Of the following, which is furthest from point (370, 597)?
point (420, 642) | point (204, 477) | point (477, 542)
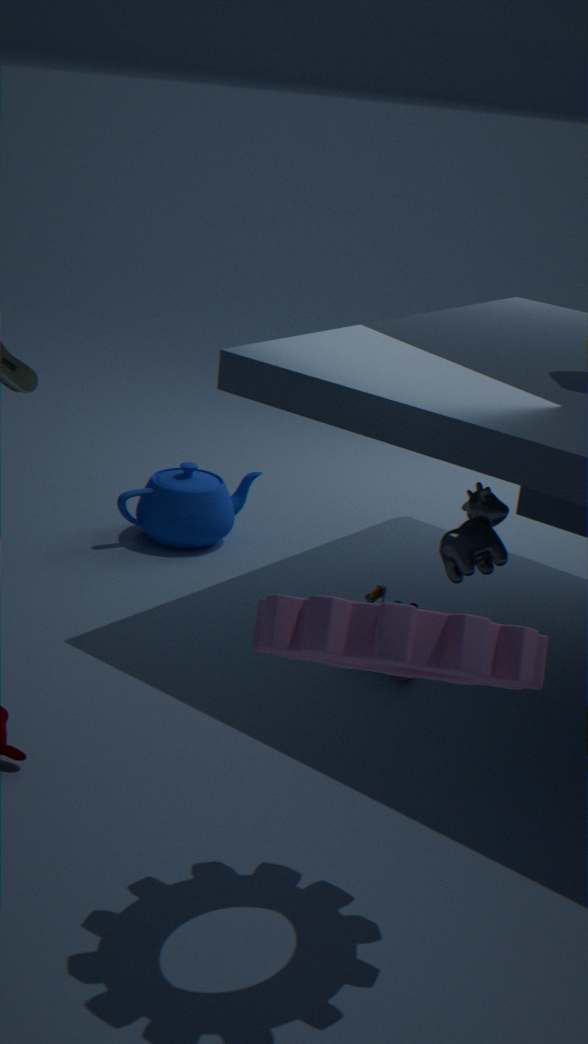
point (420, 642)
